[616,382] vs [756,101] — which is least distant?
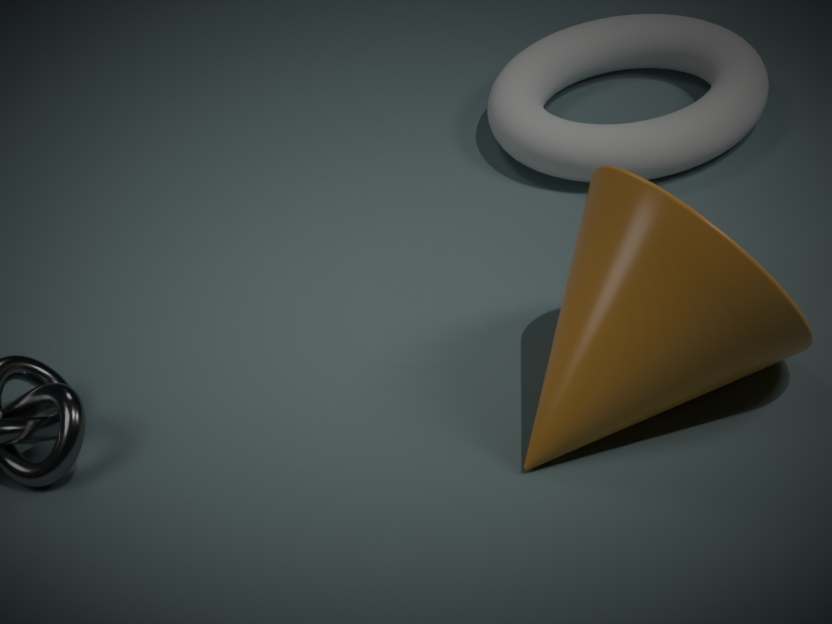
[616,382]
